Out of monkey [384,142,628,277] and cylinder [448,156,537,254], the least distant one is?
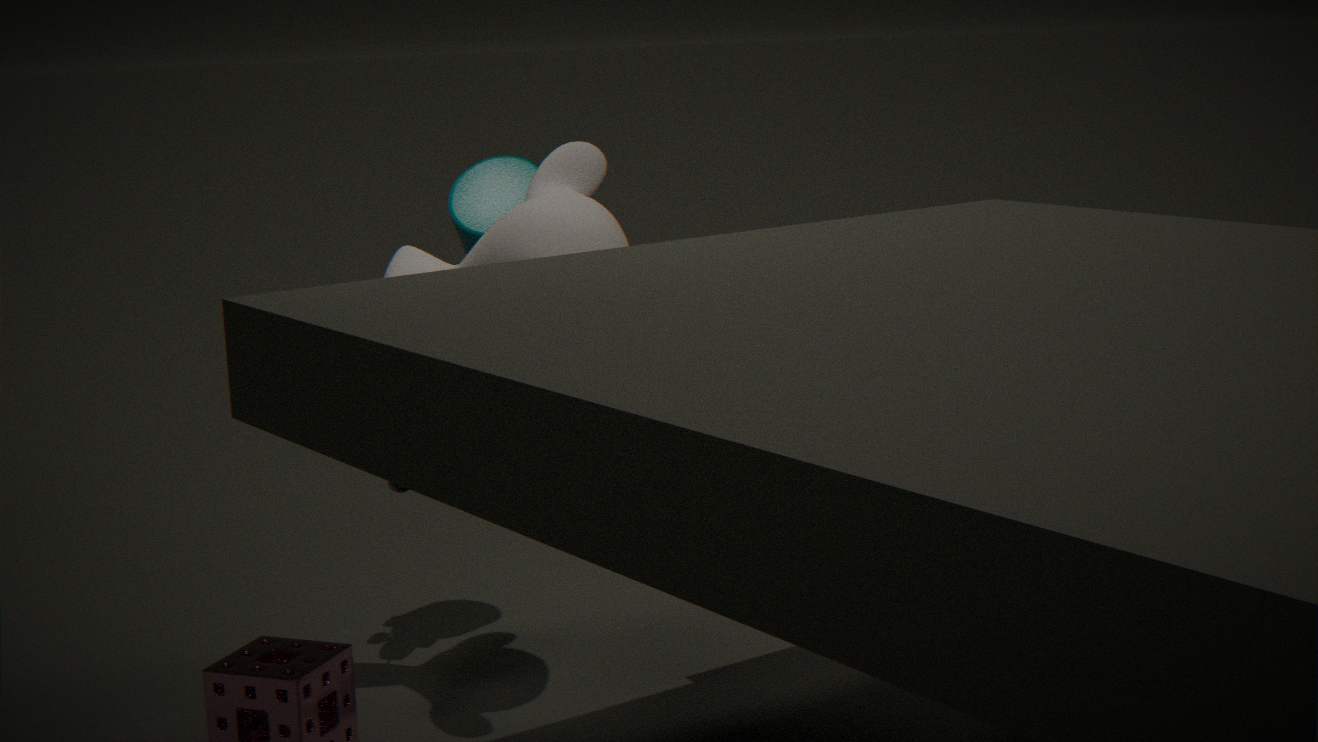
monkey [384,142,628,277]
